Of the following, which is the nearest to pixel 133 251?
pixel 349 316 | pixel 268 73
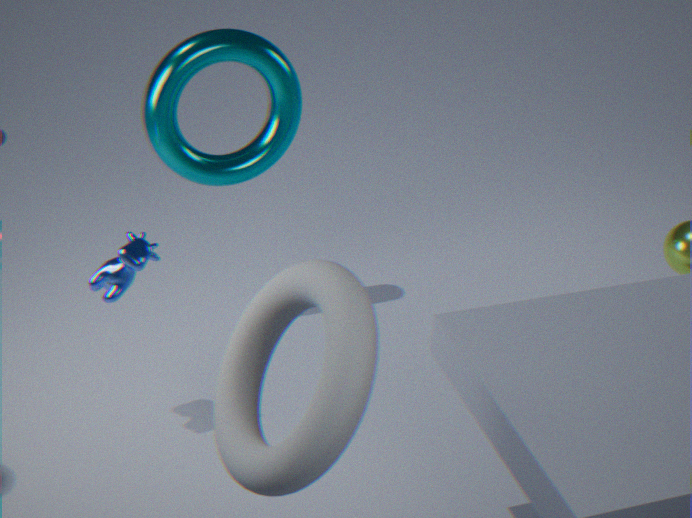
pixel 268 73
